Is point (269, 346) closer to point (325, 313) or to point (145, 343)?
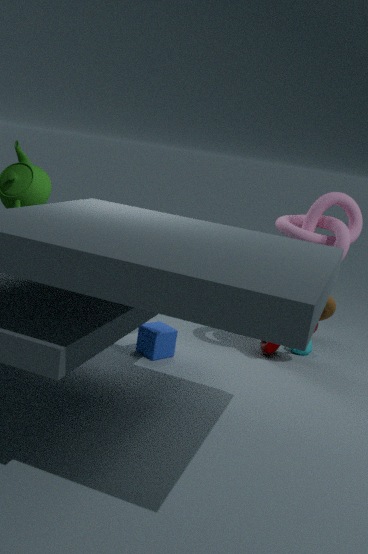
point (325, 313)
